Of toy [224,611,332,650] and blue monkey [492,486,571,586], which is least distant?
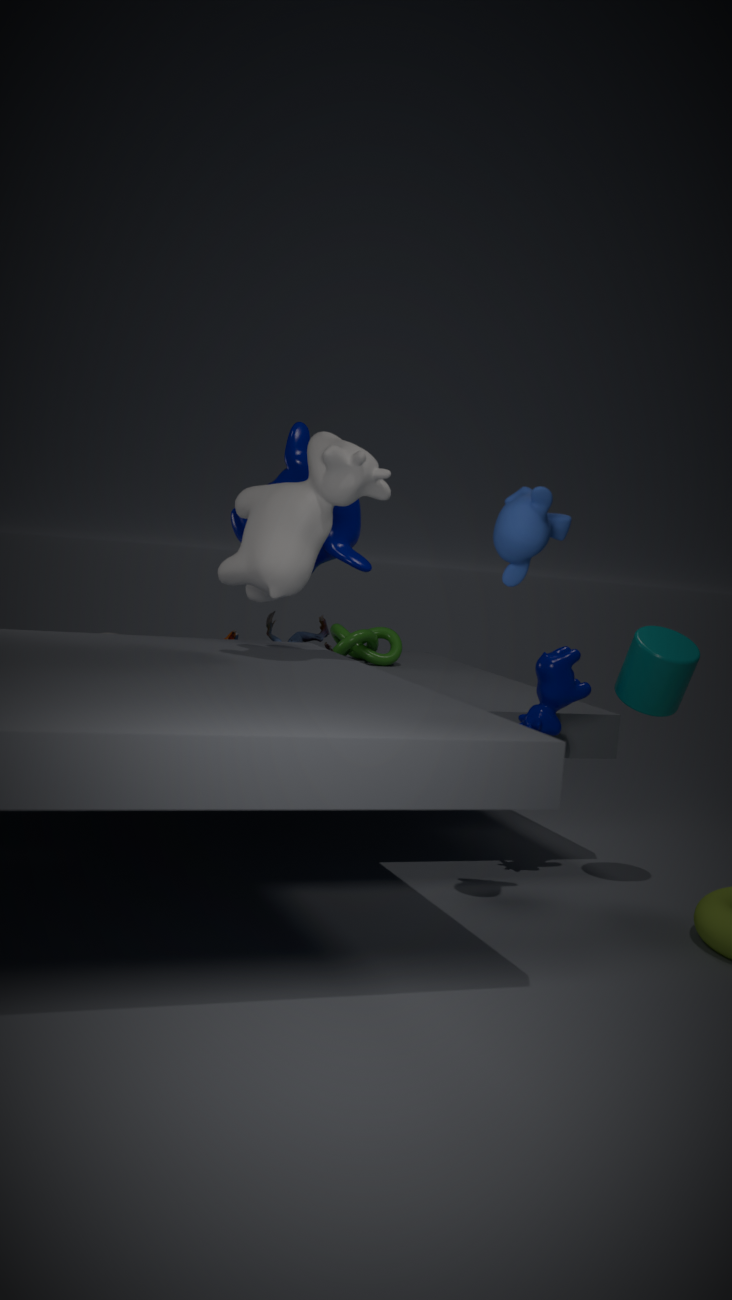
blue monkey [492,486,571,586]
